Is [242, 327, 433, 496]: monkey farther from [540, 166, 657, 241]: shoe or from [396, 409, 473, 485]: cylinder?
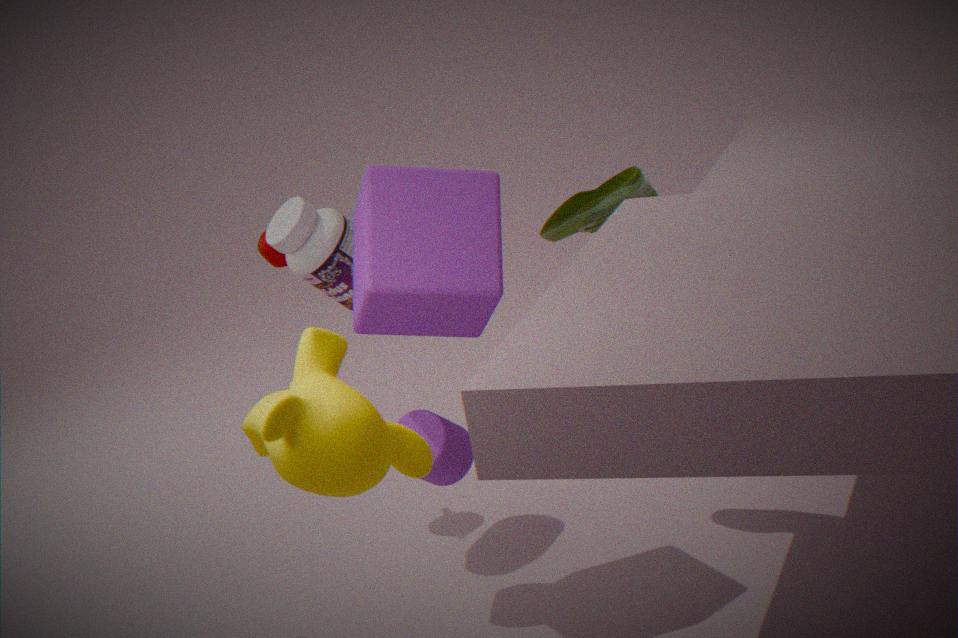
[540, 166, 657, 241]: shoe
